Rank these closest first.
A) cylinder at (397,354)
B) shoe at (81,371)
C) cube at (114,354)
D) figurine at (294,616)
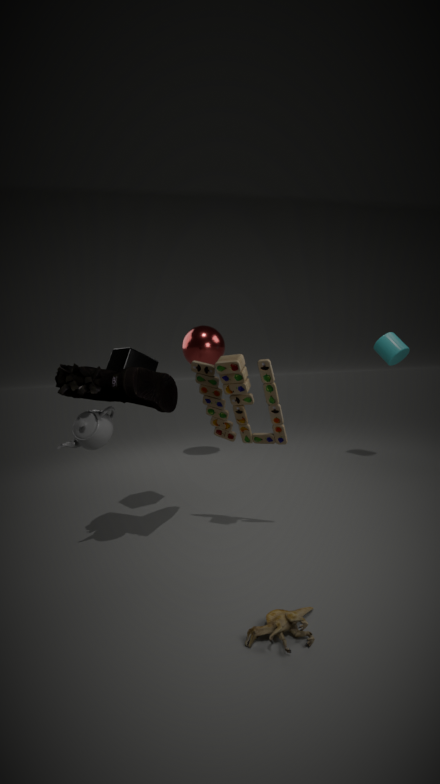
1. figurine at (294,616)
2. shoe at (81,371)
3. cube at (114,354)
4. cylinder at (397,354)
